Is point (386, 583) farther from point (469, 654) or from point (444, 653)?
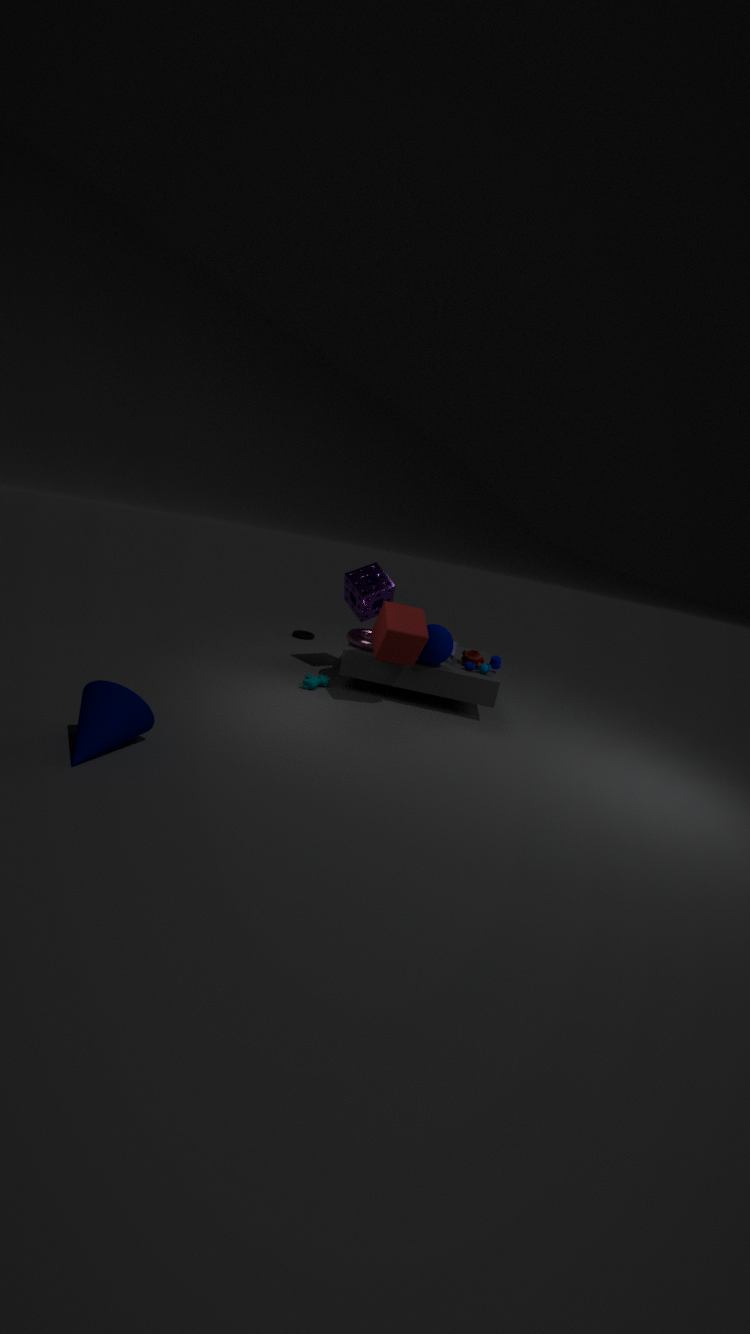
point (469, 654)
